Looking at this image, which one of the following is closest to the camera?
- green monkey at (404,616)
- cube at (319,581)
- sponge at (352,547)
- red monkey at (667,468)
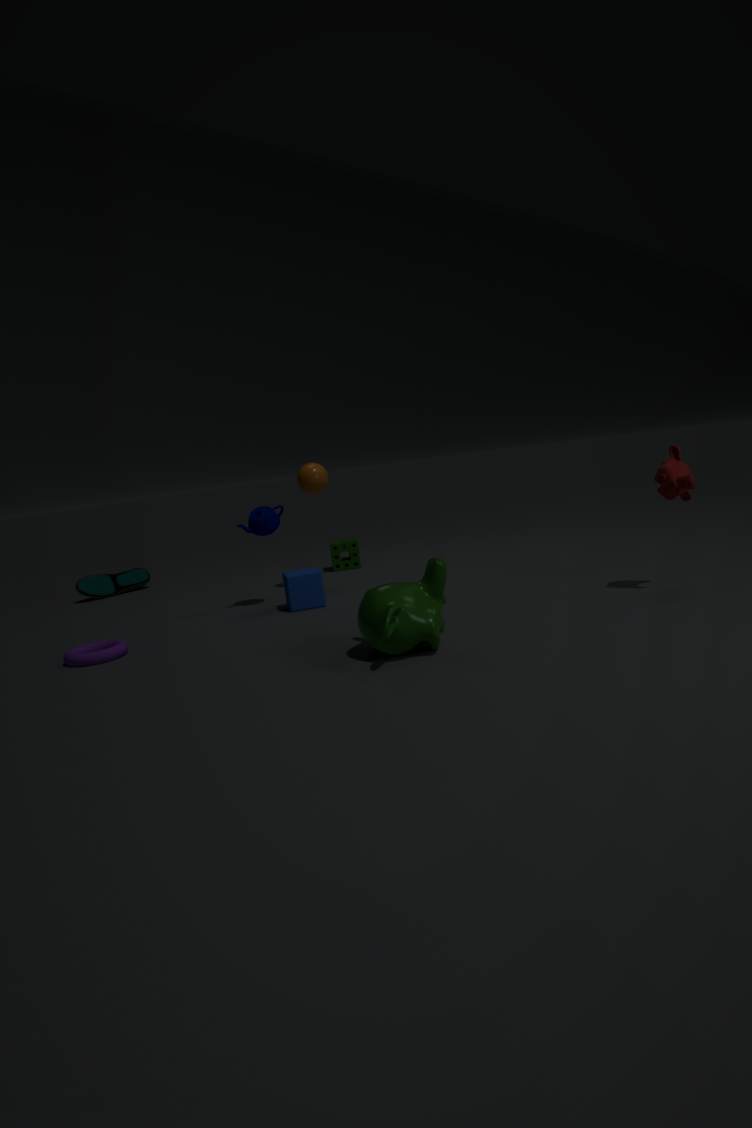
green monkey at (404,616)
